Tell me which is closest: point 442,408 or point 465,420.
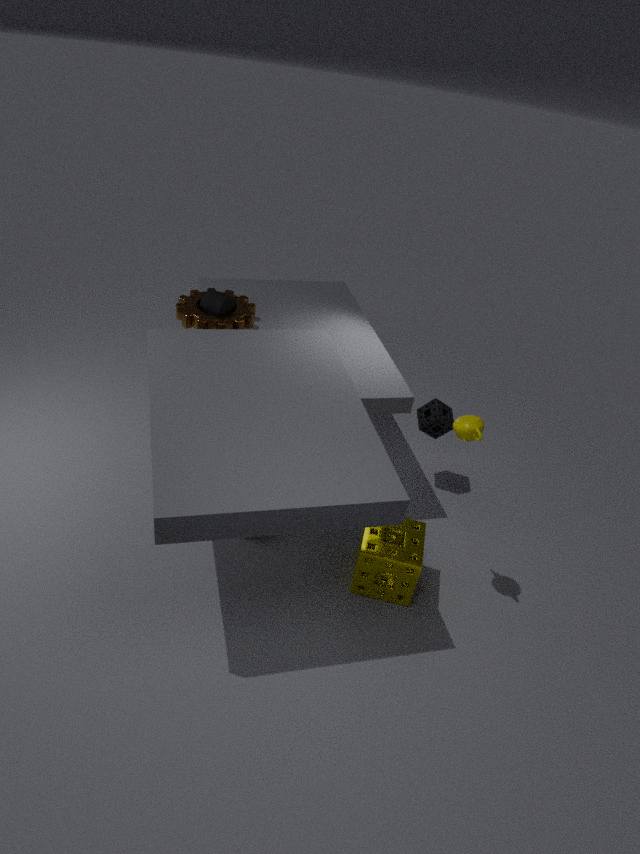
point 465,420
